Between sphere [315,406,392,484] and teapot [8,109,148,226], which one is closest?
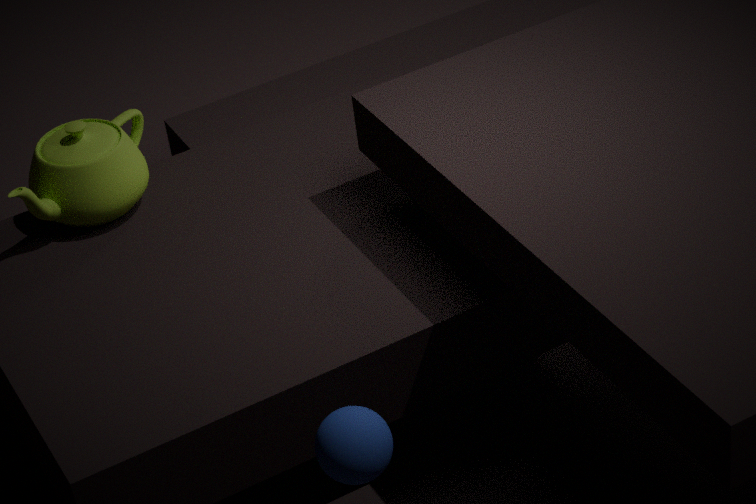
sphere [315,406,392,484]
